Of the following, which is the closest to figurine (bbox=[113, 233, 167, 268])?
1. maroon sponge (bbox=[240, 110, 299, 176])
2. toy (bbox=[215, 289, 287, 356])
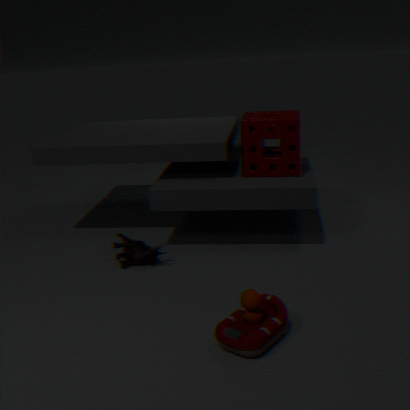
maroon sponge (bbox=[240, 110, 299, 176])
